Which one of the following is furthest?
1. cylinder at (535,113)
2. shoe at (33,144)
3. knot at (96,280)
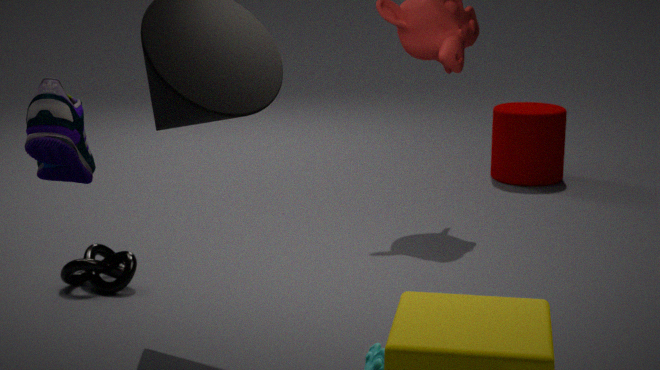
cylinder at (535,113)
